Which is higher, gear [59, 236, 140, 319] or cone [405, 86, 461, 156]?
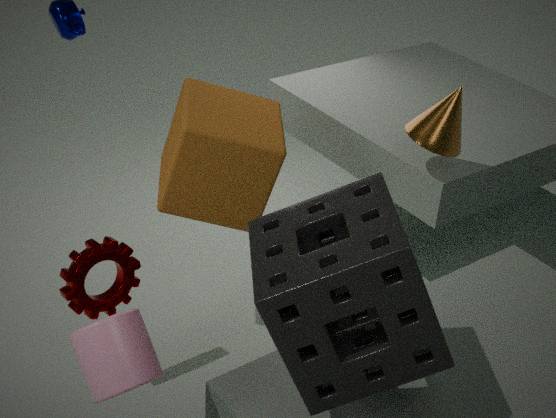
cone [405, 86, 461, 156]
